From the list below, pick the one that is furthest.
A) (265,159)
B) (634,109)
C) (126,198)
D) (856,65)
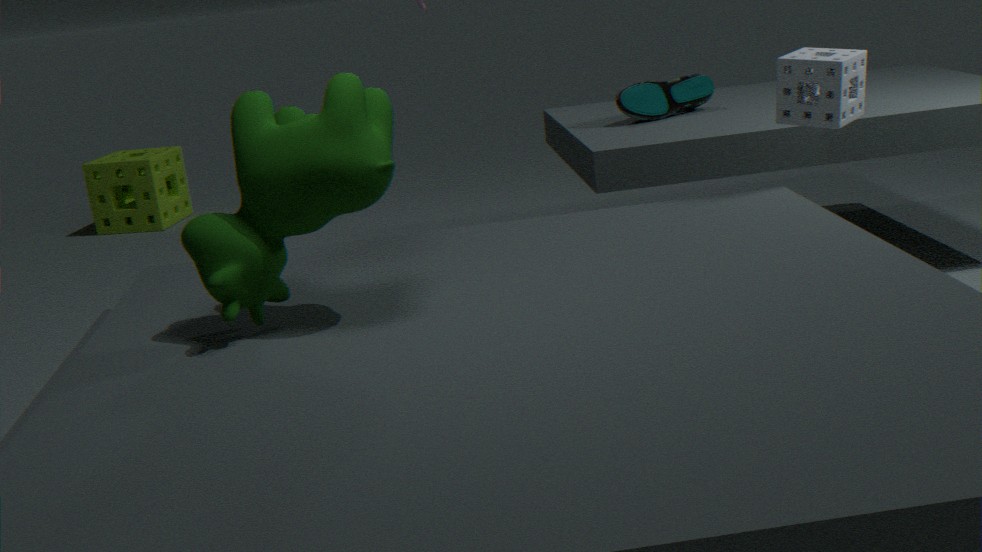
(126,198)
